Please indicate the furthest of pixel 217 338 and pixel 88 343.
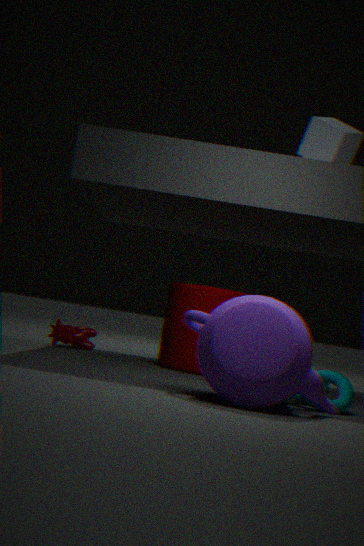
pixel 88 343
